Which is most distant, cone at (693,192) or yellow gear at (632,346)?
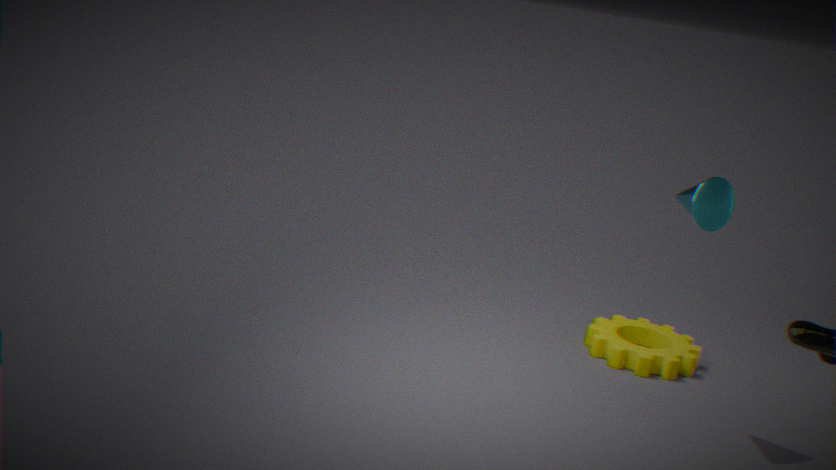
yellow gear at (632,346)
